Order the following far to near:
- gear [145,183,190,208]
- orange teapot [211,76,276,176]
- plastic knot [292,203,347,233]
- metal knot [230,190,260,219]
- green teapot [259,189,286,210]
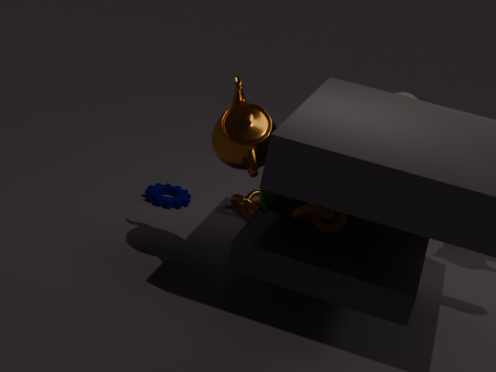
metal knot [230,190,260,219] → gear [145,183,190,208] → green teapot [259,189,286,210] → plastic knot [292,203,347,233] → orange teapot [211,76,276,176]
